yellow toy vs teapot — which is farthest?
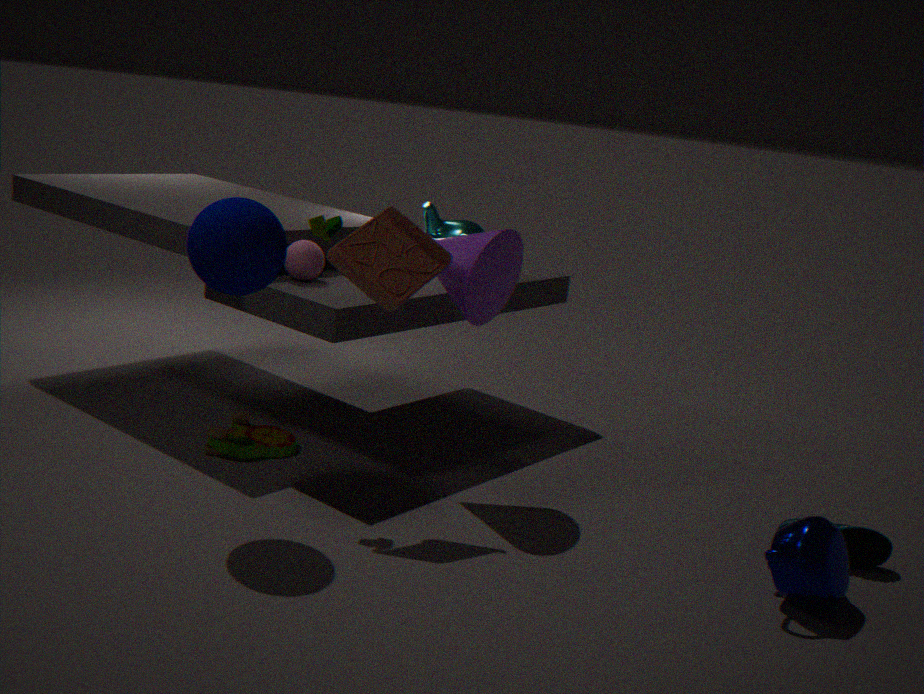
yellow toy
